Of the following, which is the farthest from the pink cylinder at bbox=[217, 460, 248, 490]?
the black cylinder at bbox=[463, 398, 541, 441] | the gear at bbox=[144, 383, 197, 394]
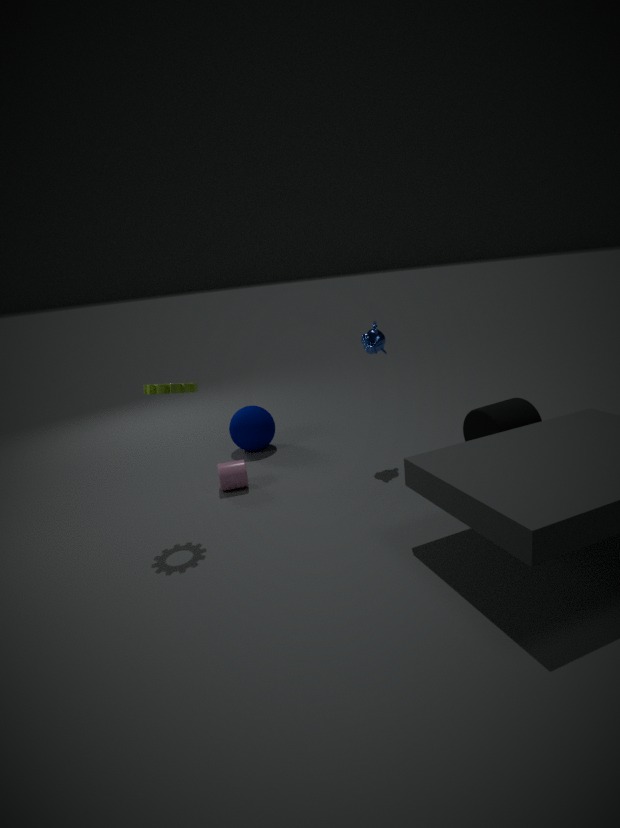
the black cylinder at bbox=[463, 398, 541, 441]
